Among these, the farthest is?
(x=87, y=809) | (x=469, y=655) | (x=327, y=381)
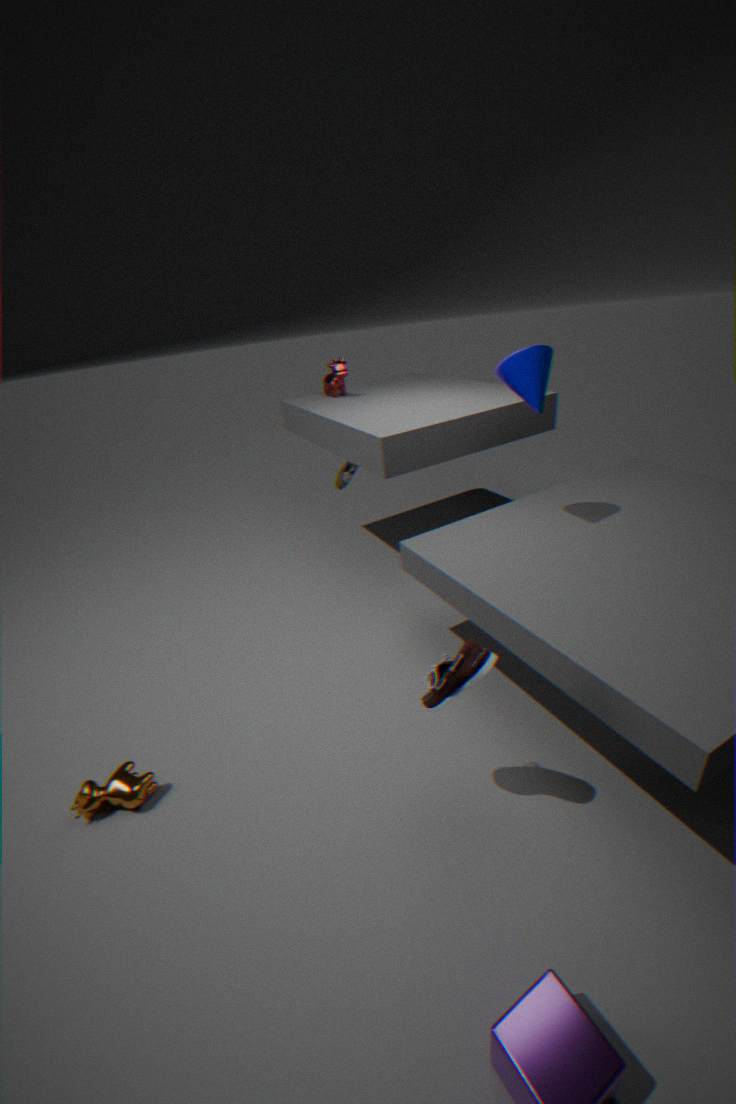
(x=327, y=381)
